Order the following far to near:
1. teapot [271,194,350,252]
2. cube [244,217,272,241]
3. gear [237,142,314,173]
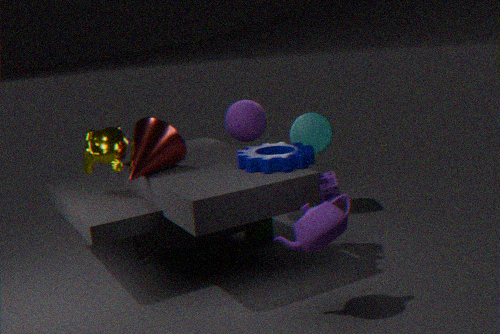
Answer: cube [244,217,272,241], gear [237,142,314,173], teapot [271,194,350,252]
